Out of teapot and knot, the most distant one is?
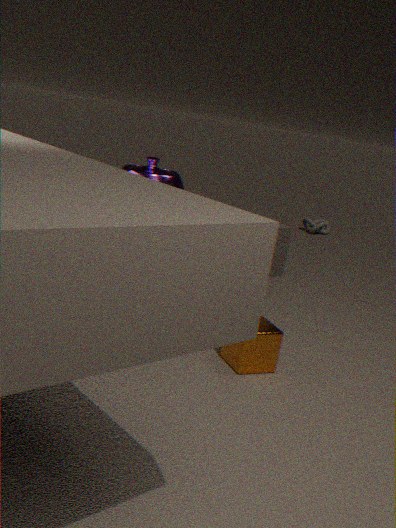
knot
